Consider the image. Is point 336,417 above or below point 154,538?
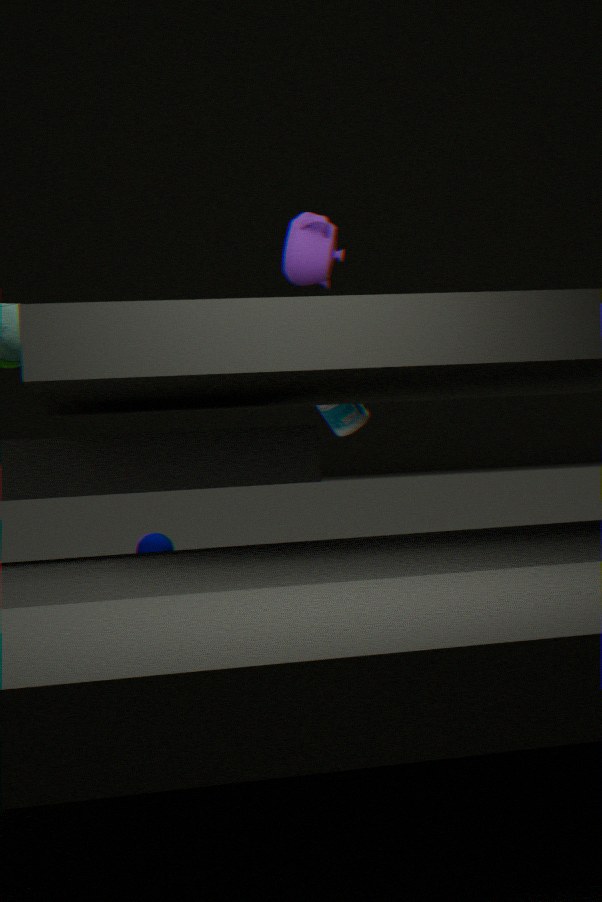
above
